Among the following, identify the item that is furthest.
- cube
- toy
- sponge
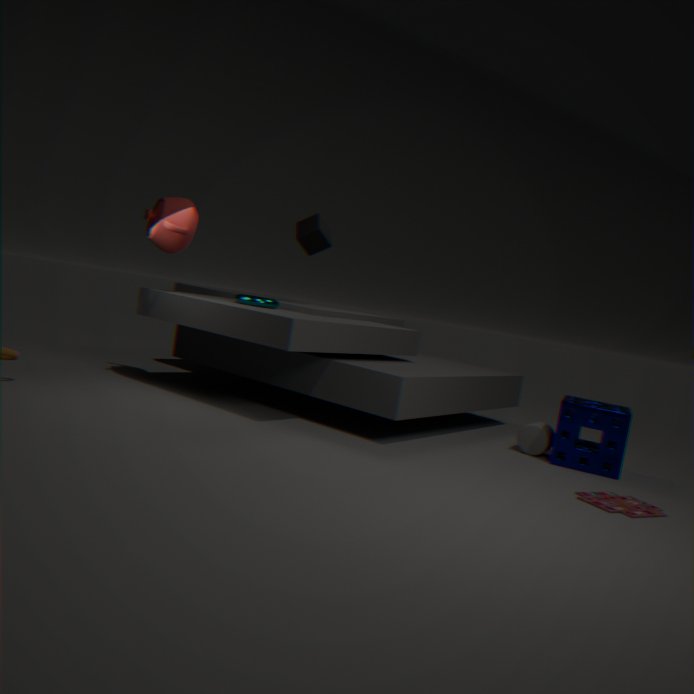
cube
